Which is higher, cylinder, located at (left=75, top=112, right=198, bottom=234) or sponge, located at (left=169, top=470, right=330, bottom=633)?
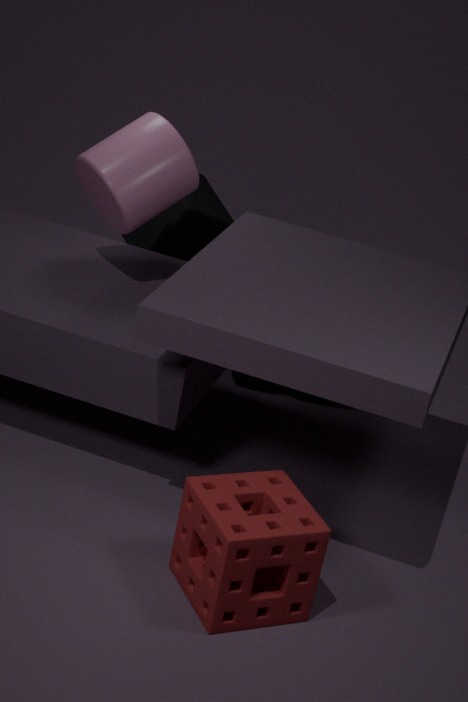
cylinder, located at (left=75, top=112, right=198, bottom=234)
